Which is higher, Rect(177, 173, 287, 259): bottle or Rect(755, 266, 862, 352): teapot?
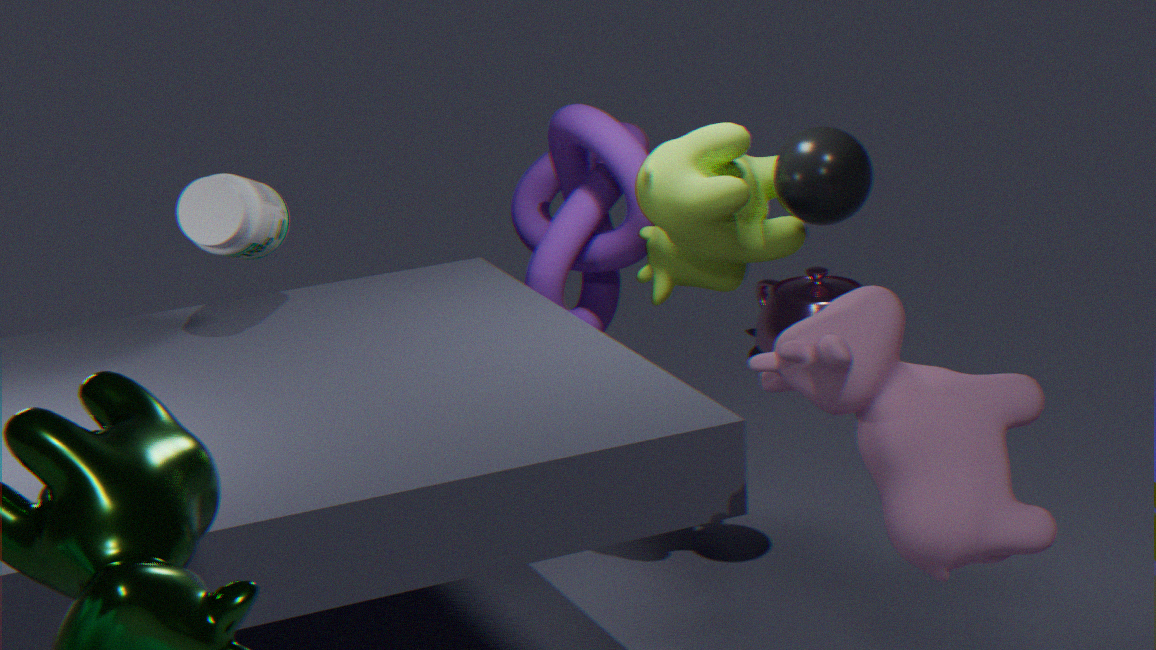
Rect(177, 173, 287, 259): bottle
